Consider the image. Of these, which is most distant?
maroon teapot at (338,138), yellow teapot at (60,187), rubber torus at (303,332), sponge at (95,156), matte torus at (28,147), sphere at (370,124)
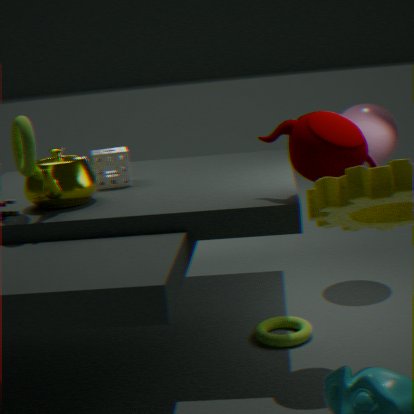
sphere at (370,124)
